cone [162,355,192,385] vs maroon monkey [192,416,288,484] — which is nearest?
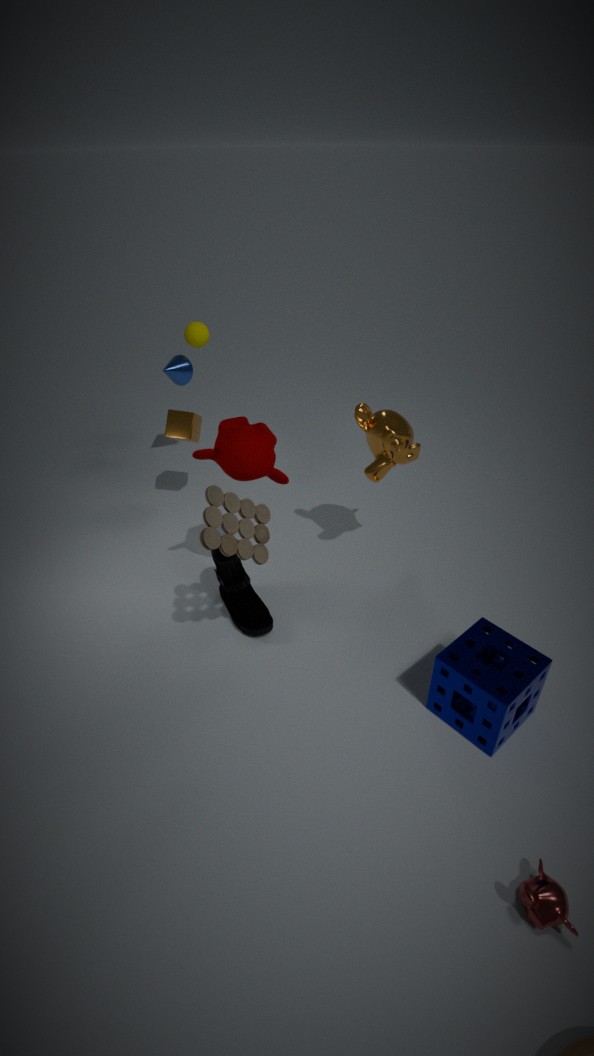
maroon monkey [192,416,288,484]
